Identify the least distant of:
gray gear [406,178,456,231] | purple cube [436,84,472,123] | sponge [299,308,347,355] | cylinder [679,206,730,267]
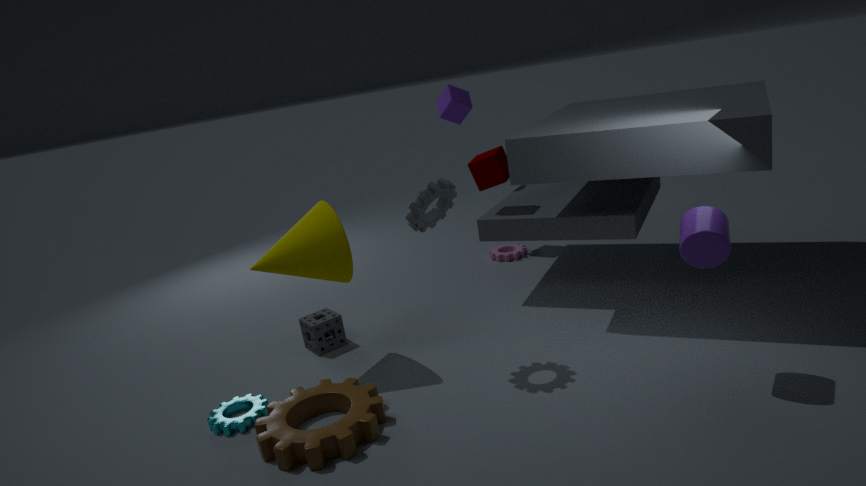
cylinder [679,206,730,267]
